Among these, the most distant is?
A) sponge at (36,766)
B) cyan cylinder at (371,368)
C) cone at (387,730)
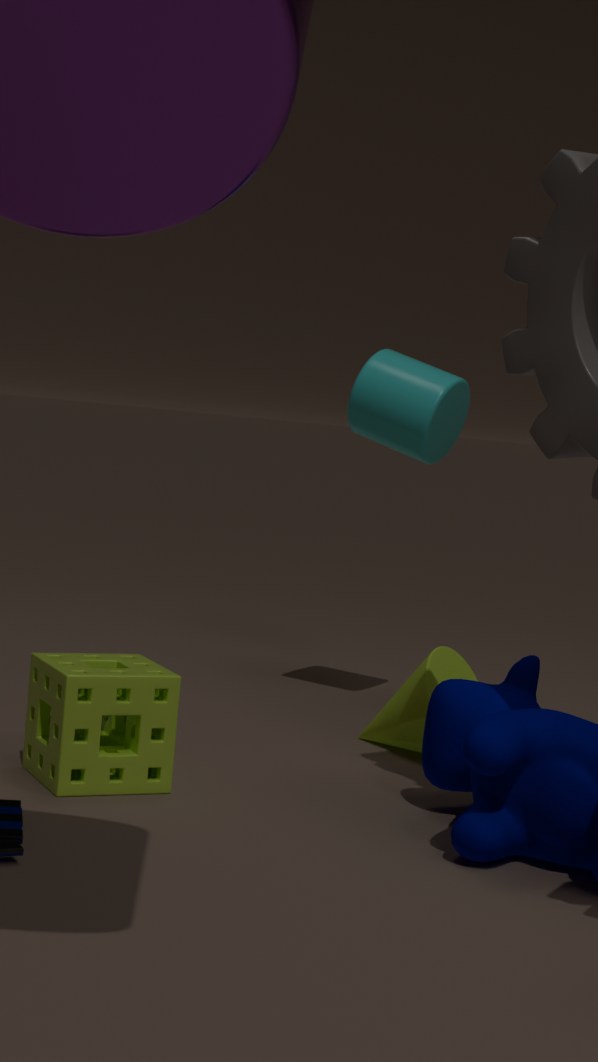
cyan cylinder at (371,368)
